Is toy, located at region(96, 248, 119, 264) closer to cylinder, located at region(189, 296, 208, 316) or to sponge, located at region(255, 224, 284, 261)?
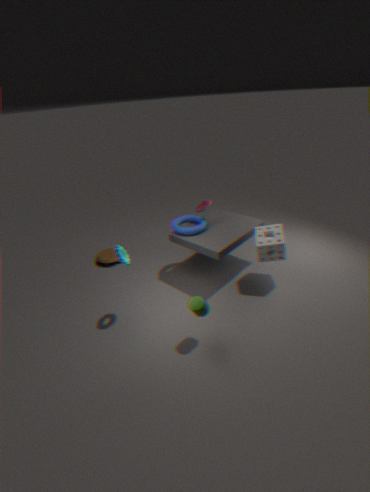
cylinder, located at region(189, 296, 208, 316)
